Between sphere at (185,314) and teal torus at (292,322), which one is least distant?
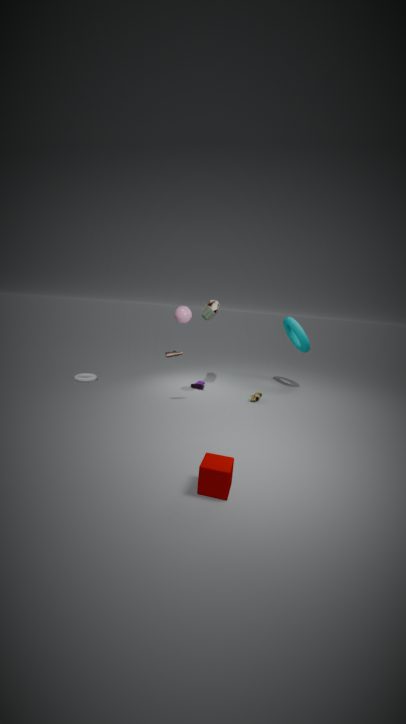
sphere at (185,314)
